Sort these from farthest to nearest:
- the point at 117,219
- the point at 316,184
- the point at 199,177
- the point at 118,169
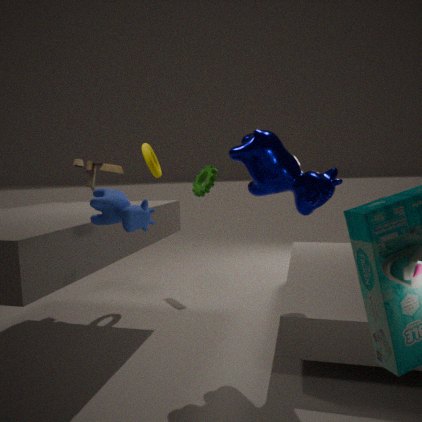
the point at 199,177 < the point at 118,169 < the point at 316,184 < the point at 117,219
